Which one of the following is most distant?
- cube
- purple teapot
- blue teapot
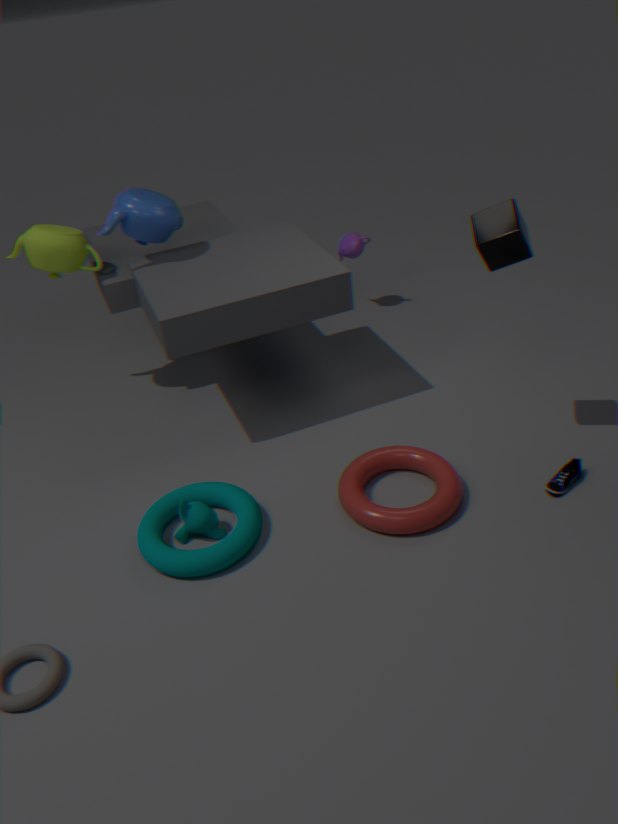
purple teapot
